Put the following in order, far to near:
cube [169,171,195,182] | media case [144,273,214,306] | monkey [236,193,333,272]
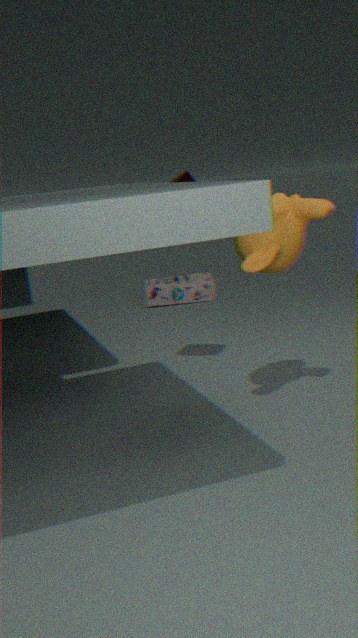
media case [144,273,214,306]
cube [169,171,195,182]
monkey [236,193,333,272]
